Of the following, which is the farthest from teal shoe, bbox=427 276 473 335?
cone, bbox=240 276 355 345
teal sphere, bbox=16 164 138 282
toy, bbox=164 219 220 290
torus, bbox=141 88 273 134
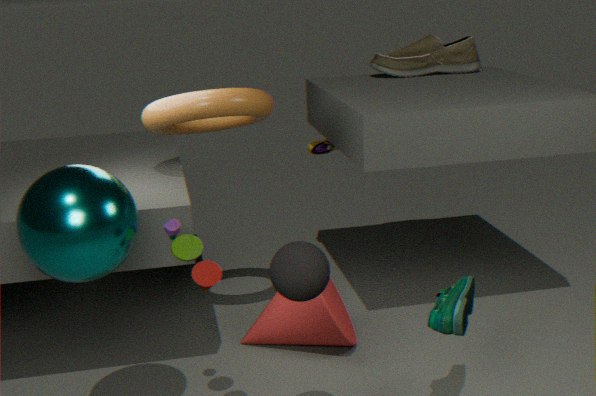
torus, bbox=141 88 273 134
